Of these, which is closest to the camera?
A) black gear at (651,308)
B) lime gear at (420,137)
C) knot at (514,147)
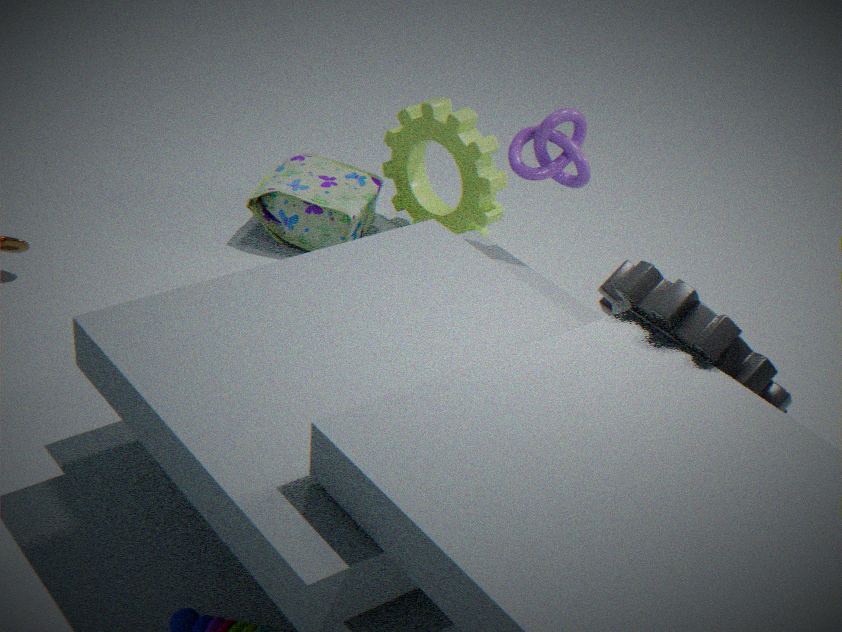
black gear at (651,308)
